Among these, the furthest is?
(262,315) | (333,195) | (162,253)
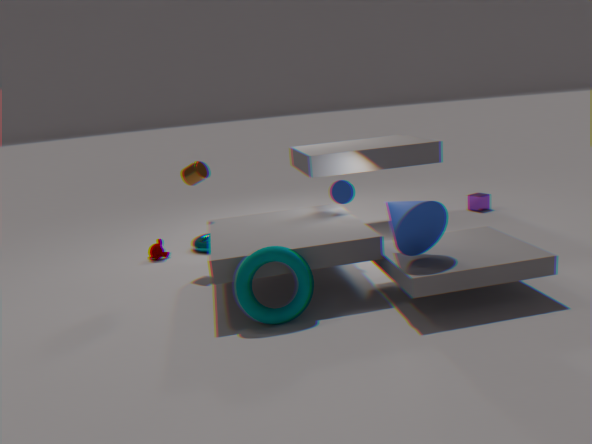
(162,253)
